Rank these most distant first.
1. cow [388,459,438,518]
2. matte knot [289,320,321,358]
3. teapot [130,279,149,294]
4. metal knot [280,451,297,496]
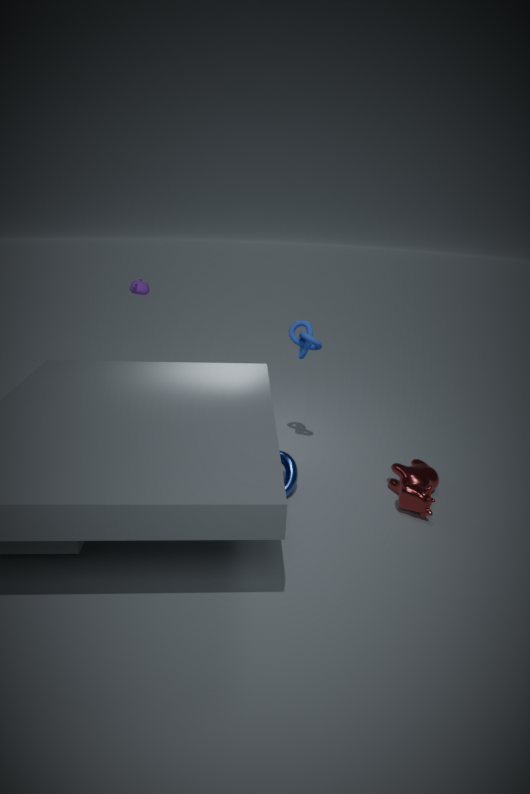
teapot [130,279,149,294], matte knot [289,320,321,358], metal knot [280,451,297,496], cow [388,459,438,518]
